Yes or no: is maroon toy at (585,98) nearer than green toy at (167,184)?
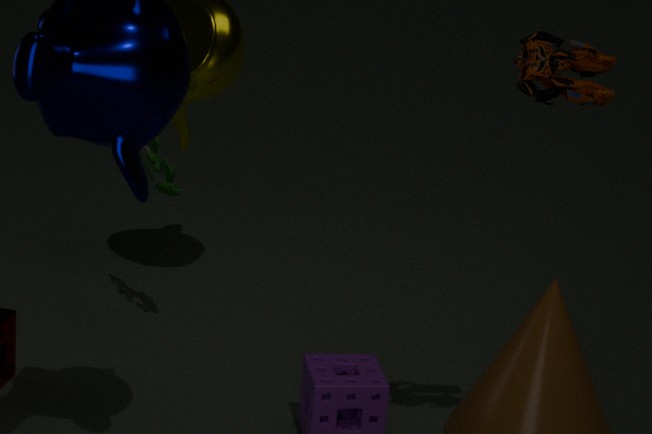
Yes
